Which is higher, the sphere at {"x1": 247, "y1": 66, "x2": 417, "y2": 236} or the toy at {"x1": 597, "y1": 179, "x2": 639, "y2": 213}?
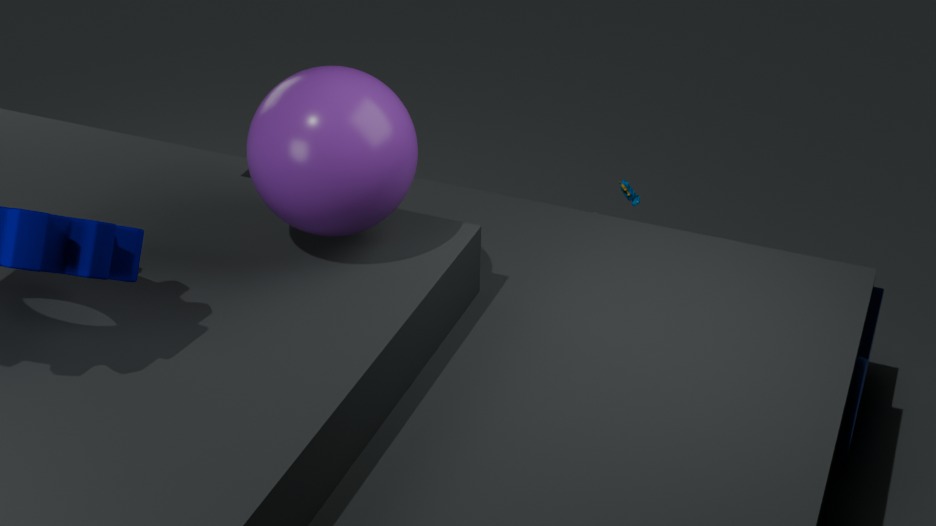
the sphere at {"x1": 247, "y1": 66, "x2": 417, "y2": 236}
